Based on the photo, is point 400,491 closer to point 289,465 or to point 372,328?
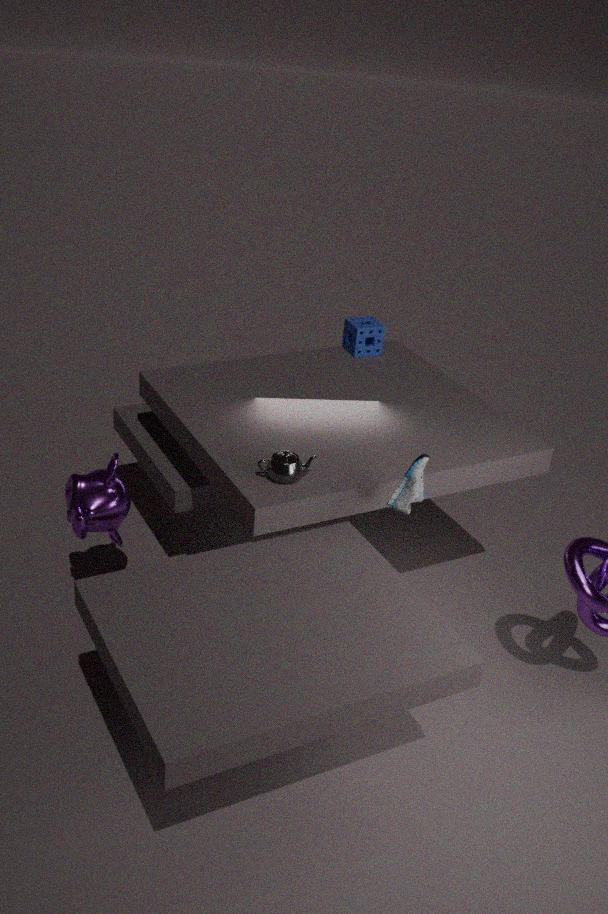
point 289,465
